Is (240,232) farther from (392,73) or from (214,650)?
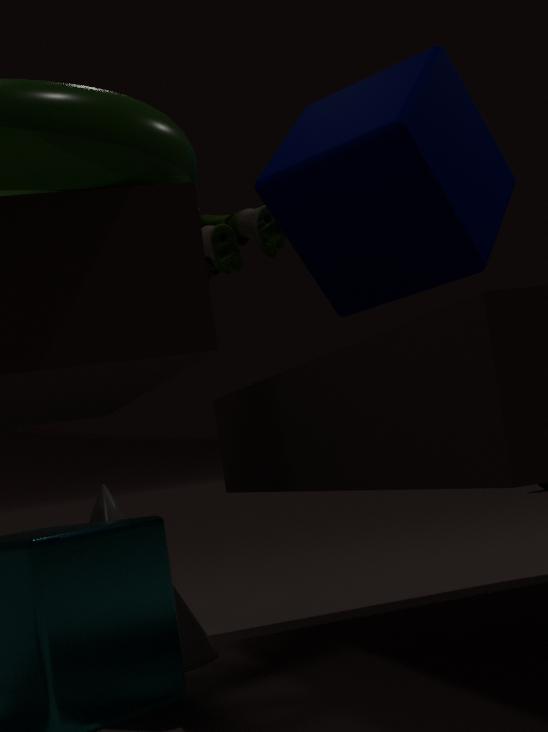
(214,650)
